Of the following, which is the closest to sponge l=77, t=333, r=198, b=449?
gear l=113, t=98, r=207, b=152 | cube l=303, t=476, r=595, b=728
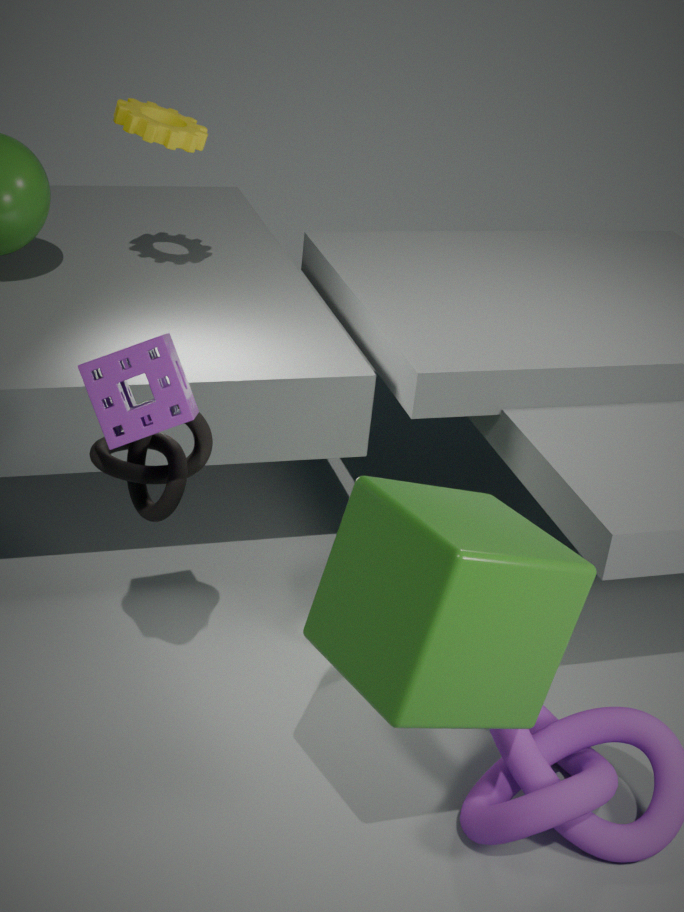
cube l=303, t=476, r=595, b=728
